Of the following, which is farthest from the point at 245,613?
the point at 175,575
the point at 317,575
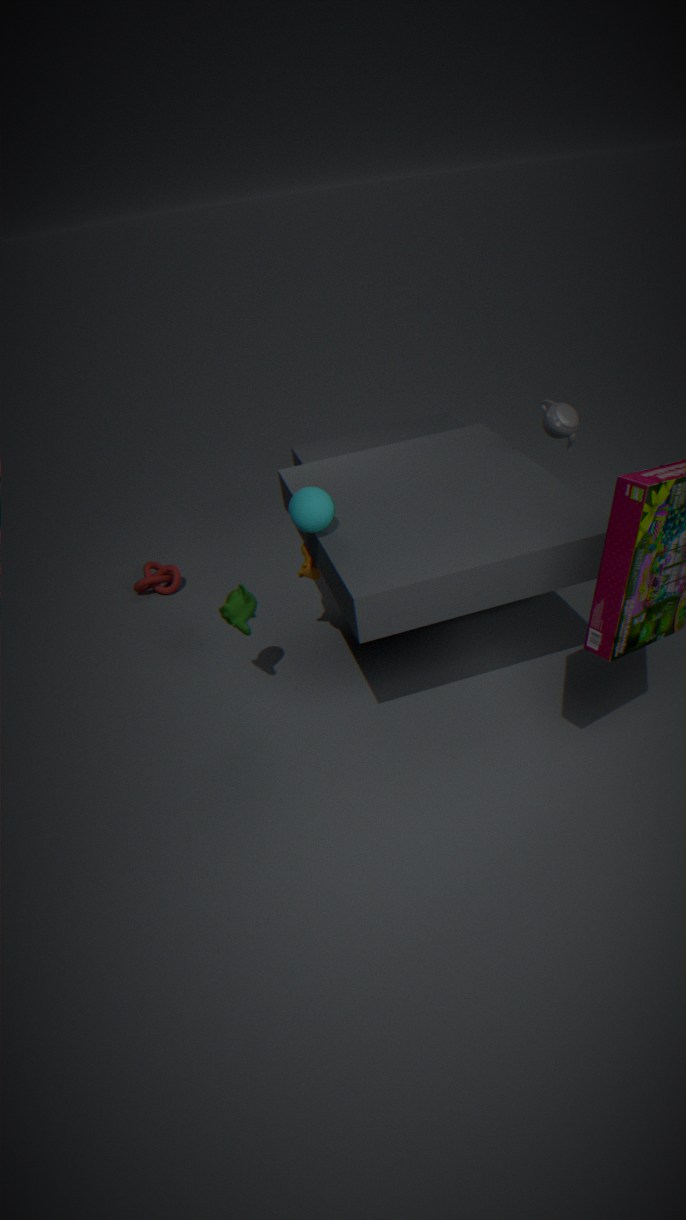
the point at 175,575
